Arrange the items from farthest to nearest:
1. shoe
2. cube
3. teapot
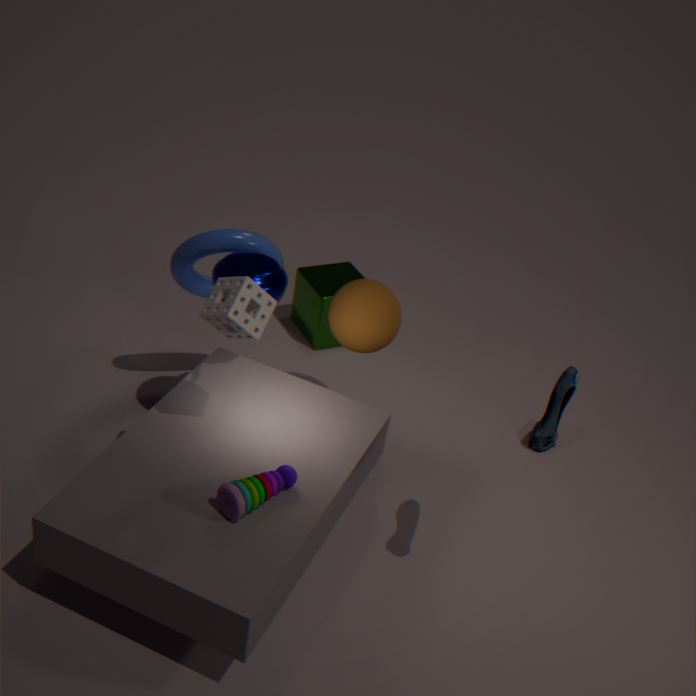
1. cube
2. teapot
3. shoe
